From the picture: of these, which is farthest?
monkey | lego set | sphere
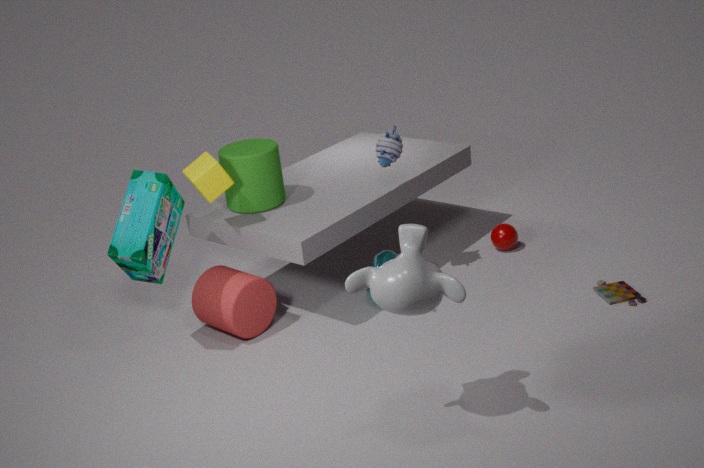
sphere
